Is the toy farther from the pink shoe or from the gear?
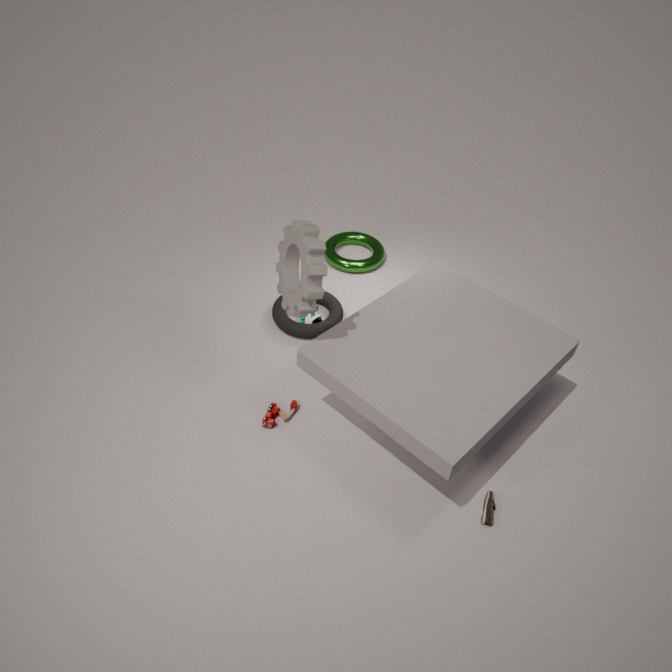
the pink shoe
